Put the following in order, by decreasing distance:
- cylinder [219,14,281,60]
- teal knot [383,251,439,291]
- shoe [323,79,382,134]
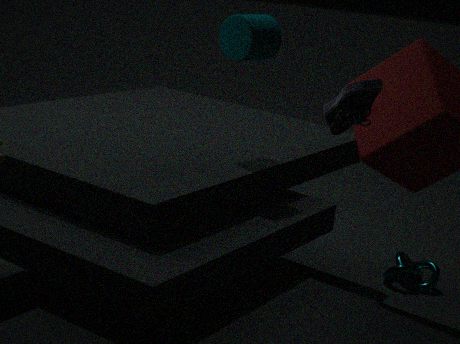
1. teal knot [383,251,439,291]
2. cylinder [219,14,281,60]
3. shoe [323,79,382,134]
